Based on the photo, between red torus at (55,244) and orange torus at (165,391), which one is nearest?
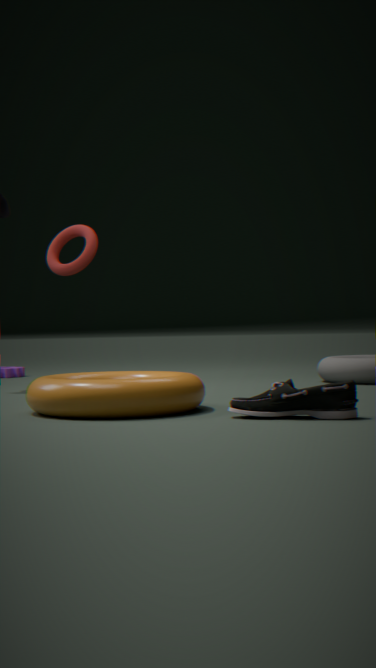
orange torus at (165,391)
